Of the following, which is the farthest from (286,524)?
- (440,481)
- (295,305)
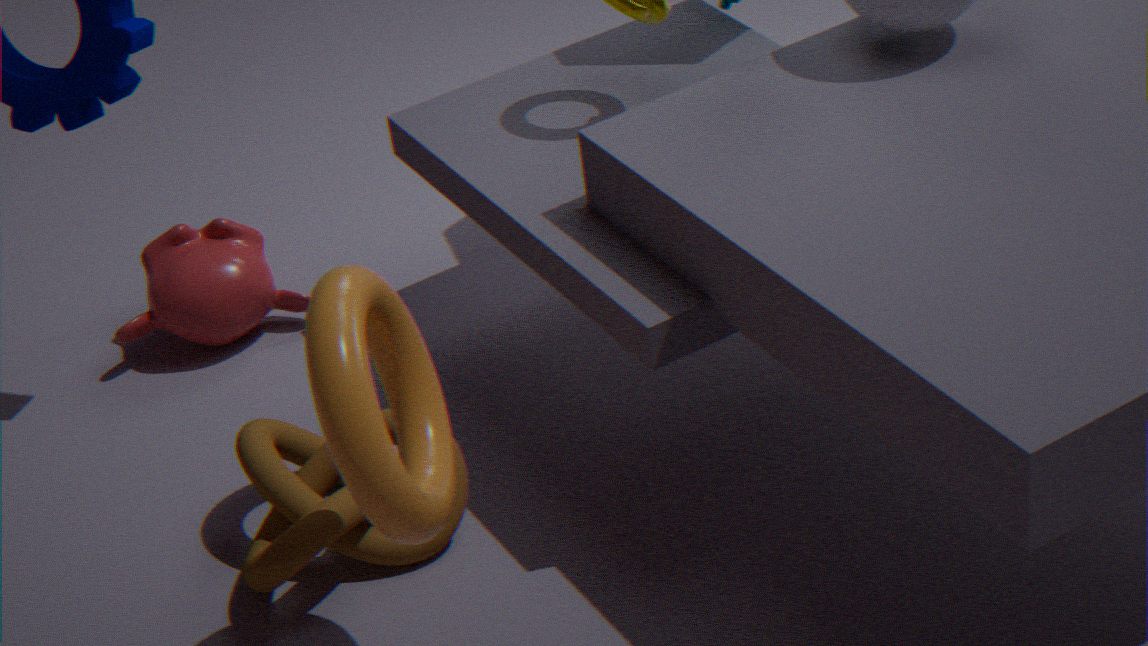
(295,305)
